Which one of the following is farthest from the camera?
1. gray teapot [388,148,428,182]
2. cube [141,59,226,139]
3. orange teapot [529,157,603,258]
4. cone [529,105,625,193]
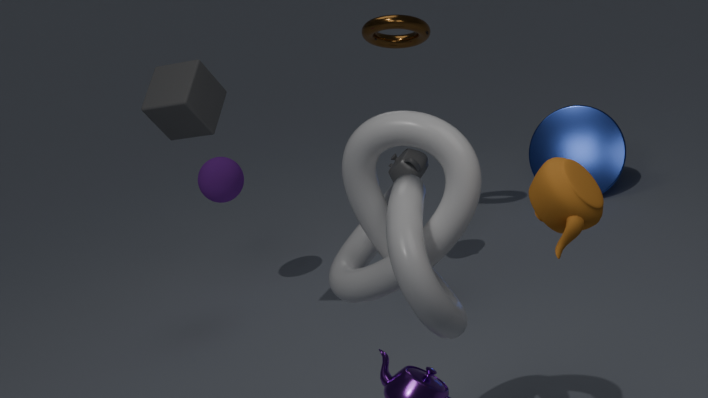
cone [529,105,625,193]
